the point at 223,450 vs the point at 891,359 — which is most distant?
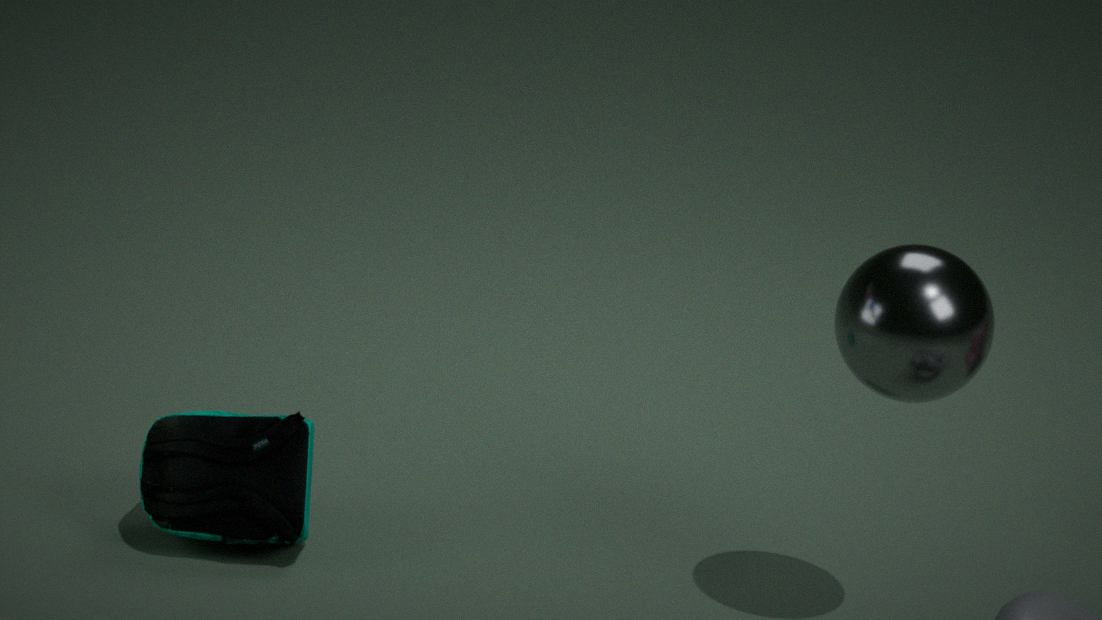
the point at 223,450
